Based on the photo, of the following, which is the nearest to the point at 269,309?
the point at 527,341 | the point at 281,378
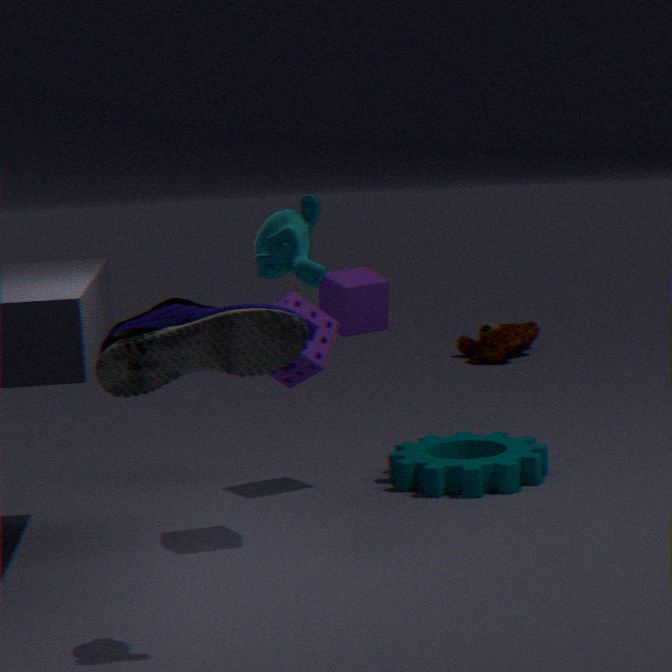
the point at 281,378
